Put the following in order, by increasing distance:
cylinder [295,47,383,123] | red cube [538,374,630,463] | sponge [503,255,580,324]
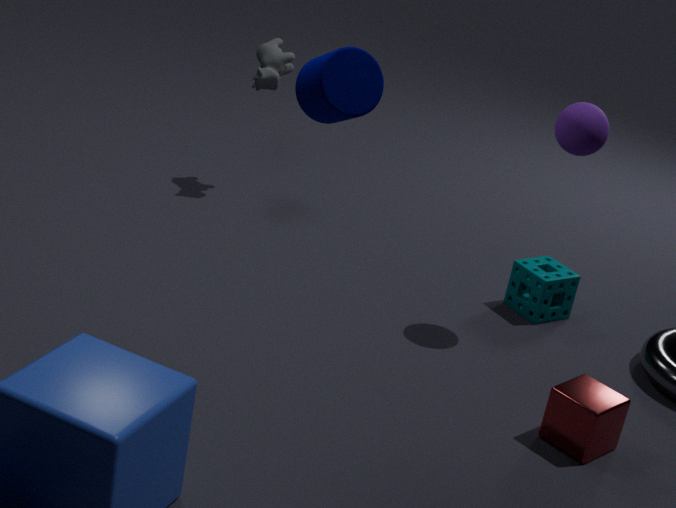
cylinder [295,47,383,123], red cube [538,374,630,463], sponge [503,255,580,324]
